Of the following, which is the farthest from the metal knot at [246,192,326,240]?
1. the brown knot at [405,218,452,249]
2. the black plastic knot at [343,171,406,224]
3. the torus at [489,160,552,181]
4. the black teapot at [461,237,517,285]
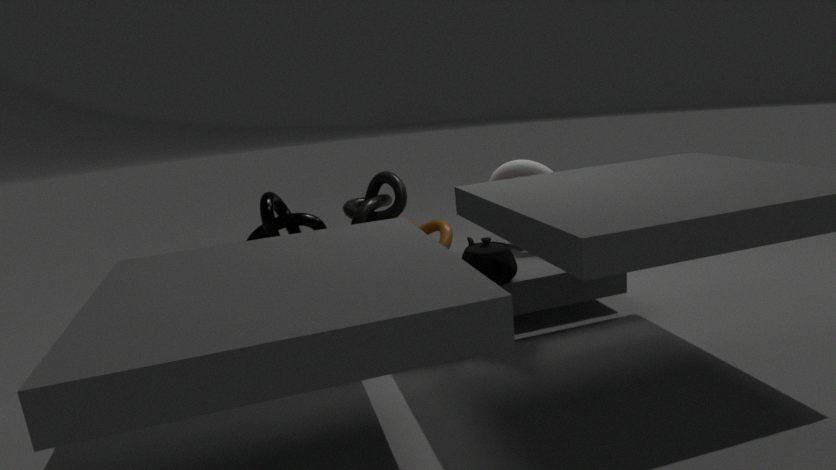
the torus at [489,160,552,181]
